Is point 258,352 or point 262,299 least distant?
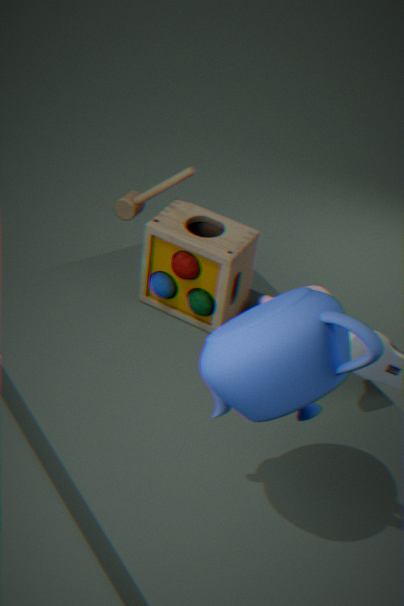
point 258,352
